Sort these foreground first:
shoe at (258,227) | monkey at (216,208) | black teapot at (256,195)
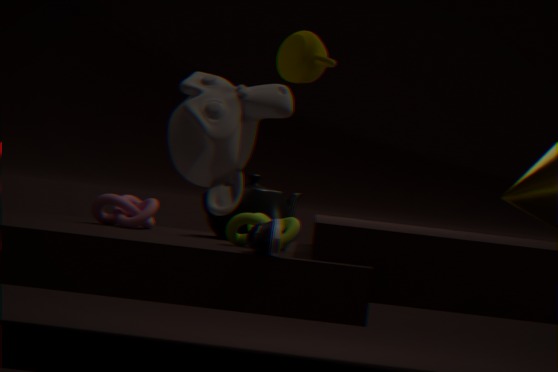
monkey at (216,208), shoe at (258,227), black teapot at (256,195)
